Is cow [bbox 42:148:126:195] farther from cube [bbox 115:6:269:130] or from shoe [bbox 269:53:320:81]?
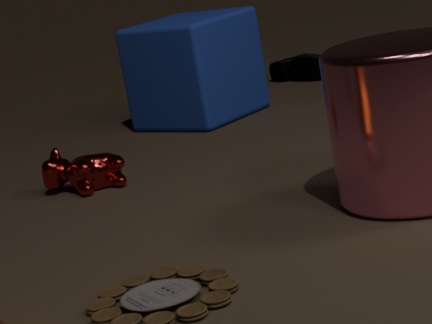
shoe [bbox 269:53:320:81]
